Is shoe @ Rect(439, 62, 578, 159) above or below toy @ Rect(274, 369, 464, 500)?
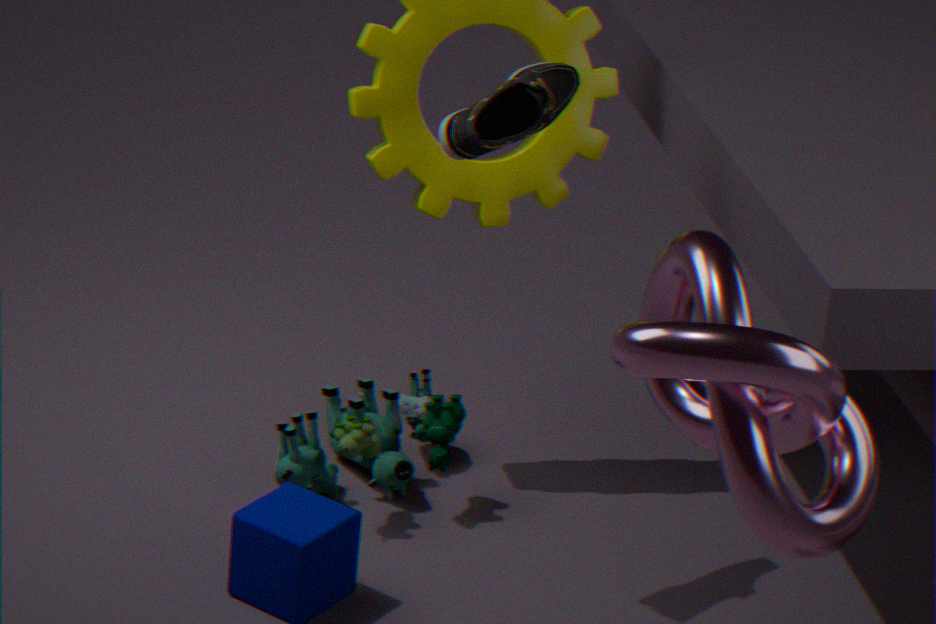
above
